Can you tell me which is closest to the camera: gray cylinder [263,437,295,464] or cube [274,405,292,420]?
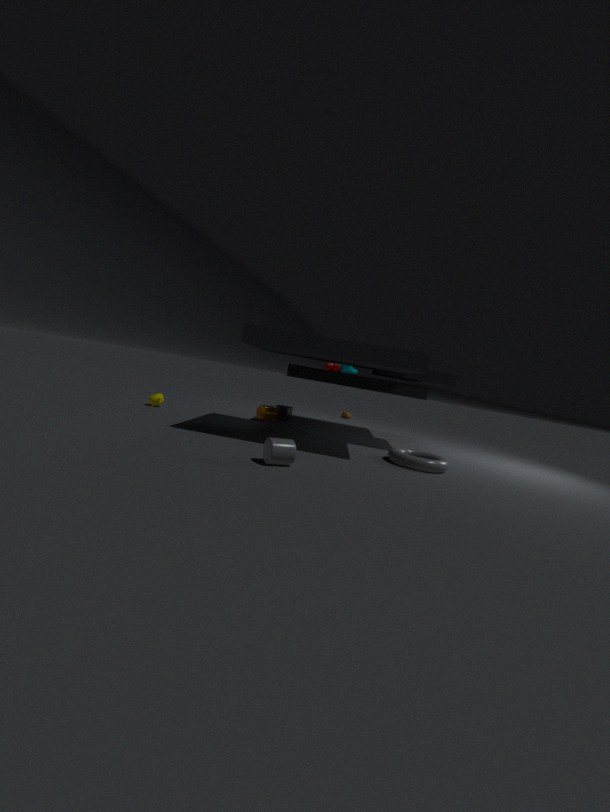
gray cylinder [263,437,295,464]
